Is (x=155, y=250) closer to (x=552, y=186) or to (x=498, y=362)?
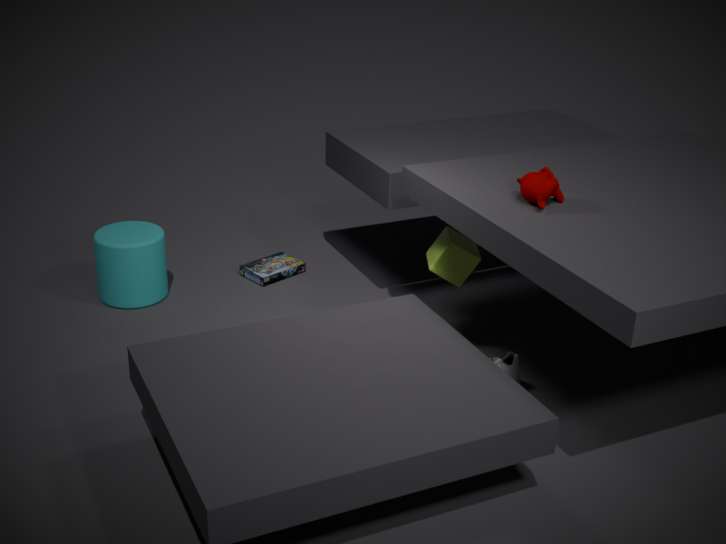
(x=498, y=362)
